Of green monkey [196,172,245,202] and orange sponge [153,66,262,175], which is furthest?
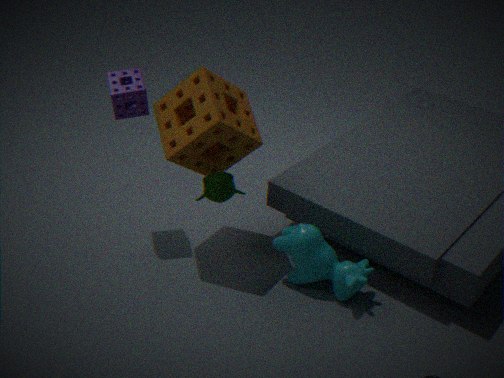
green monkey [196,172,245,202]
